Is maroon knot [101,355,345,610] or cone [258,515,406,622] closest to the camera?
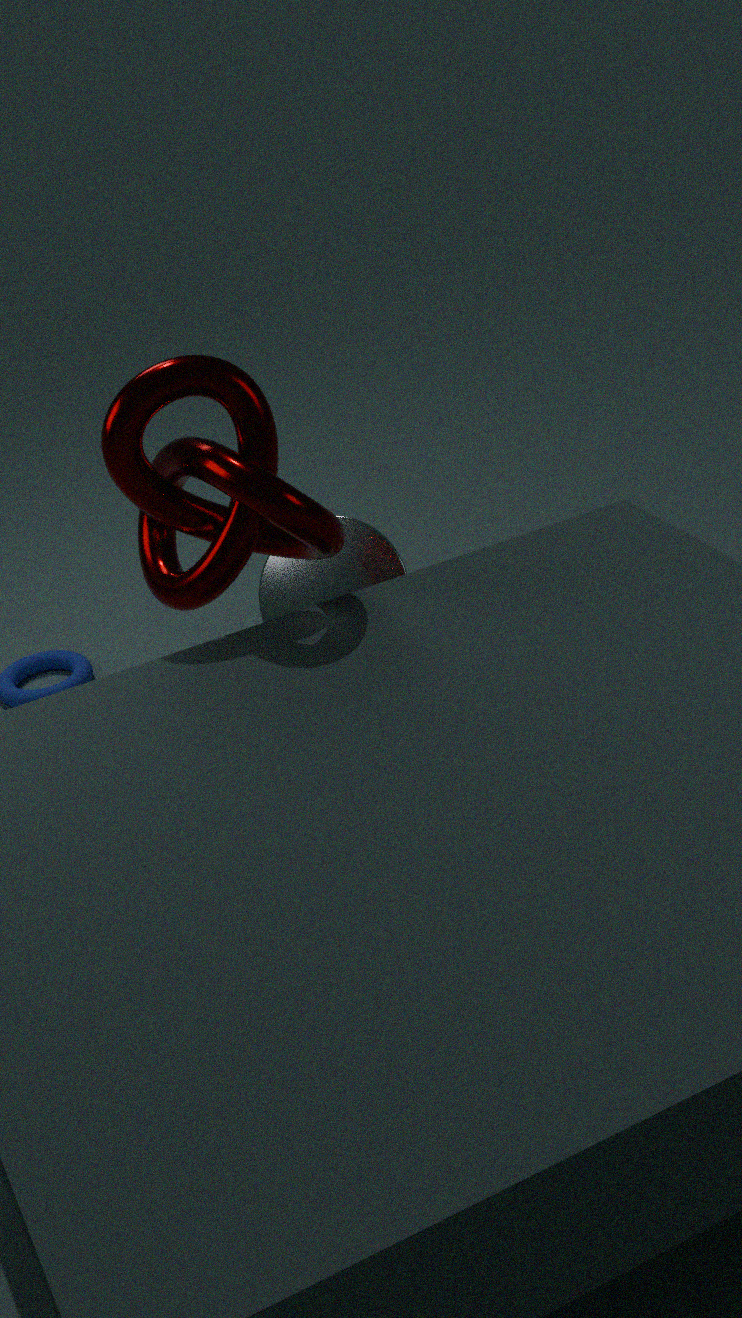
maroon knot [101,355,345,610]
